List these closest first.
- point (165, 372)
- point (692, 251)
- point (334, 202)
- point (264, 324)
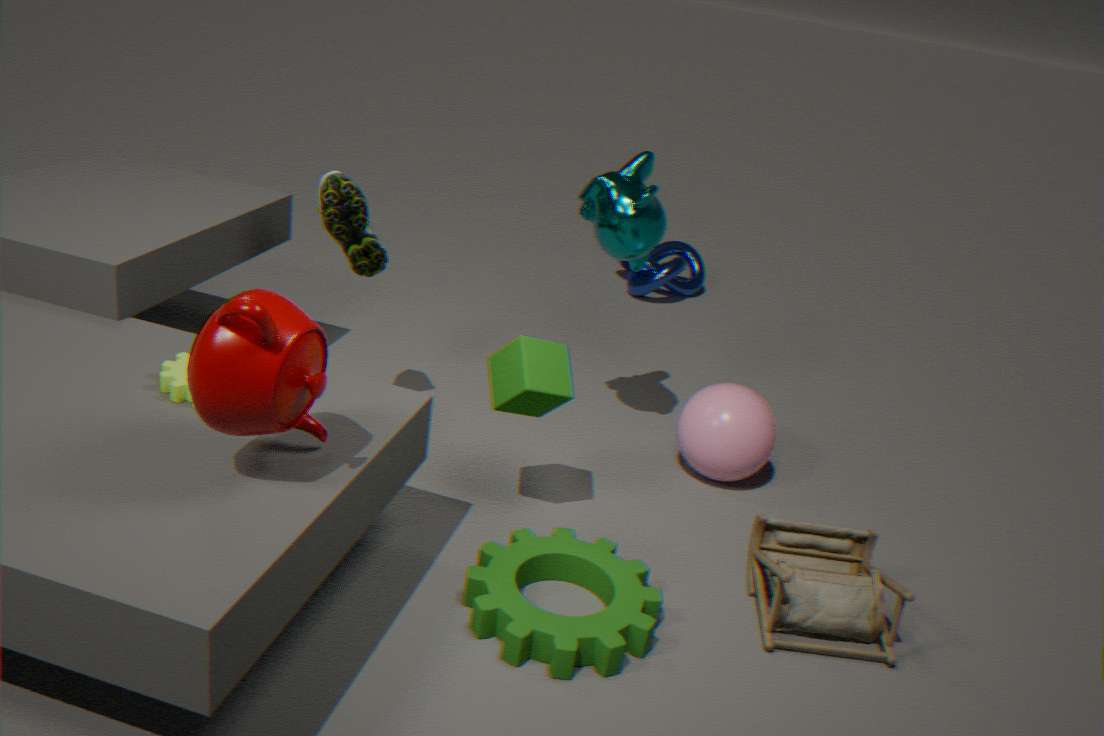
point (264, 324) < point (165, 372) < point (334, 202) < point (692, 251)
